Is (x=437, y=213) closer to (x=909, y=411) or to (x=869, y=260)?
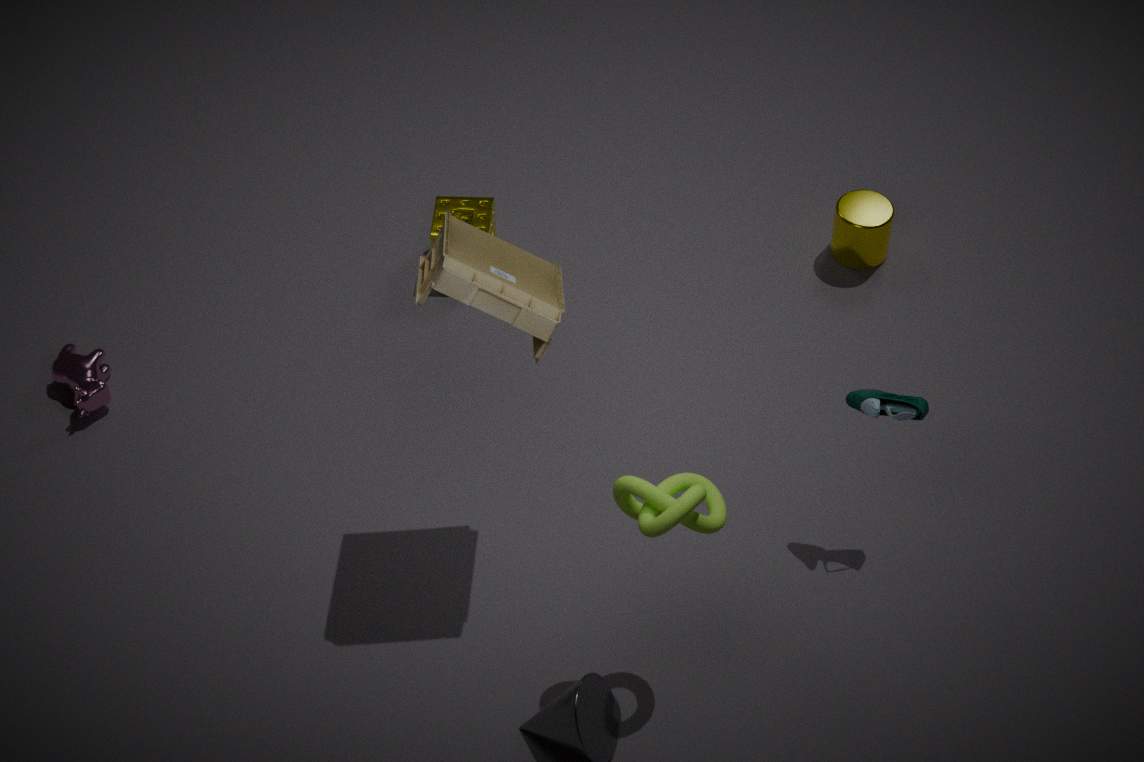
(x=869, y=260)
